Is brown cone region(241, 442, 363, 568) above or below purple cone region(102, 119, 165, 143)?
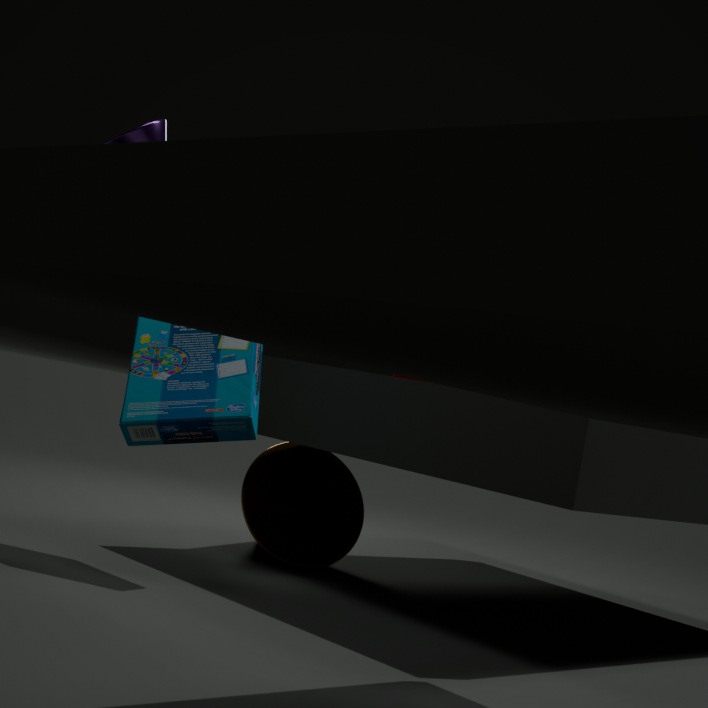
below
